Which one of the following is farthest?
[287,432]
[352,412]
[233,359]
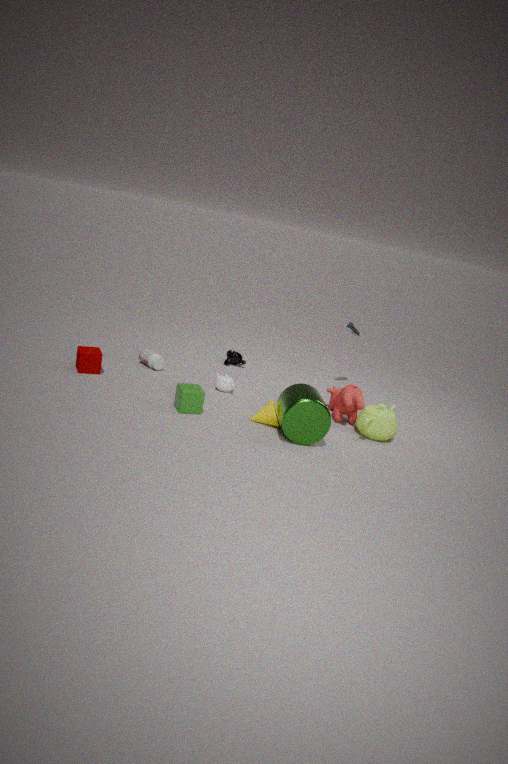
[233,359]
